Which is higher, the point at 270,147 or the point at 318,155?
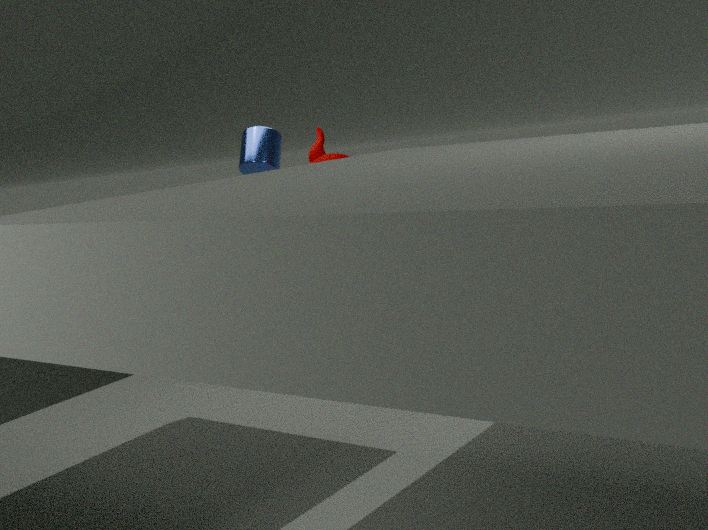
the point at 270,147
